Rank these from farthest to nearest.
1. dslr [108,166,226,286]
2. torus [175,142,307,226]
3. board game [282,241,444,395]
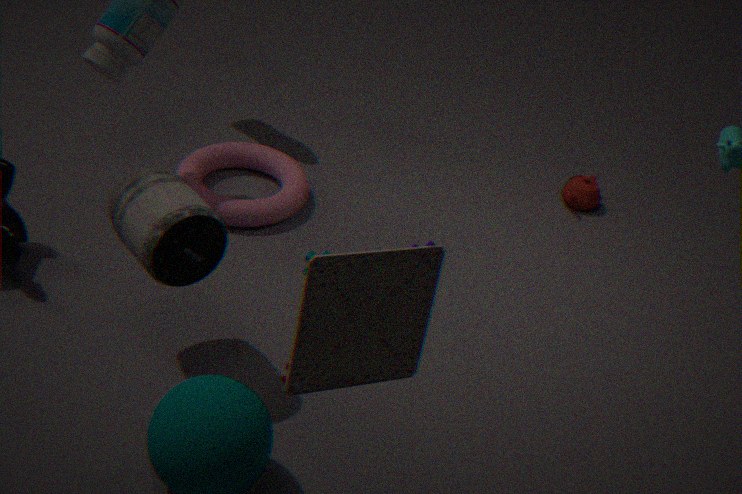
torus [175,142,307,226], dslr [108,166,226,286], board game [282,241,444,395]
